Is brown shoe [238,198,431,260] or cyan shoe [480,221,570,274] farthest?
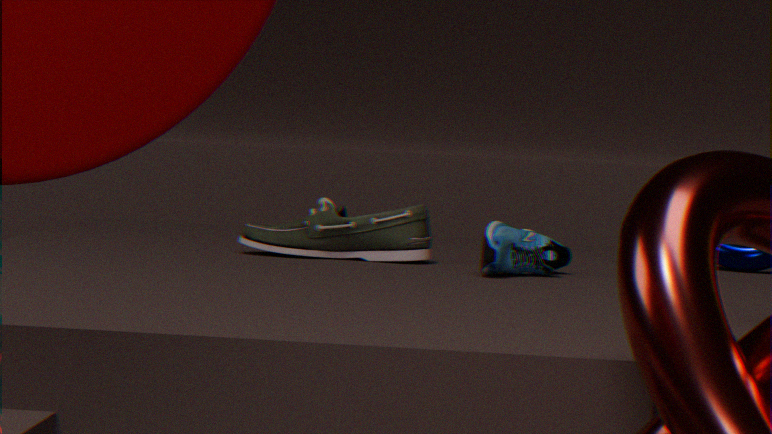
brown shoe [238,198,431,260]
